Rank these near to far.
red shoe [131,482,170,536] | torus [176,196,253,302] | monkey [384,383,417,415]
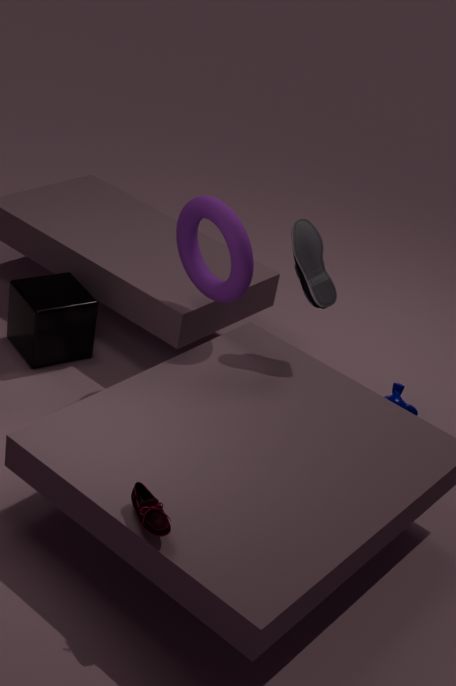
red shoe [131,482,170,536] < torus [176,196,253,302] < monkey [384,383,417,415]
